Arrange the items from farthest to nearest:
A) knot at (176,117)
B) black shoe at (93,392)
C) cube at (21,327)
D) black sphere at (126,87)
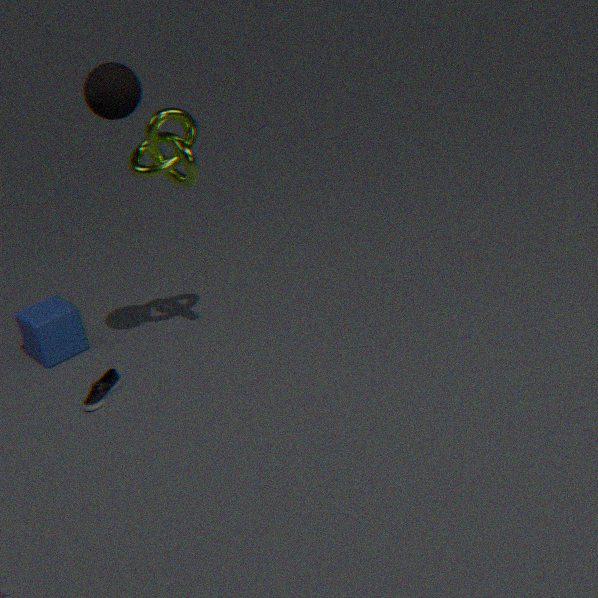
1. cube at (21,327)
2. black shoe at (93,392)
3. knot at (176,117)
4. black sphere at (126,87)
